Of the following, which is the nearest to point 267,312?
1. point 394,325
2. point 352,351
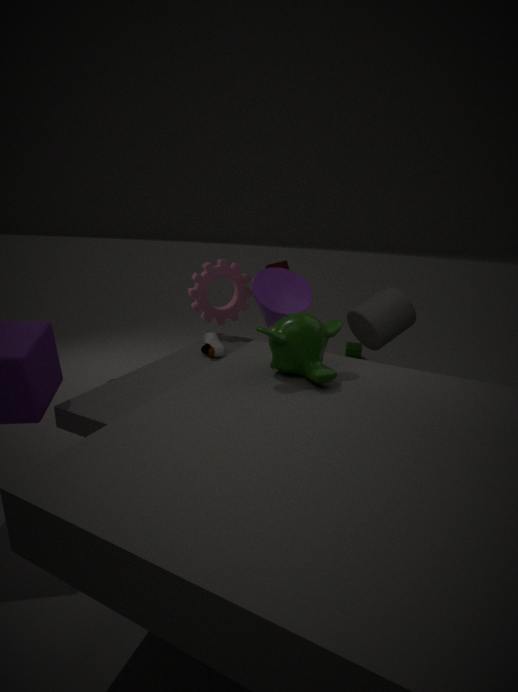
point 394,325
